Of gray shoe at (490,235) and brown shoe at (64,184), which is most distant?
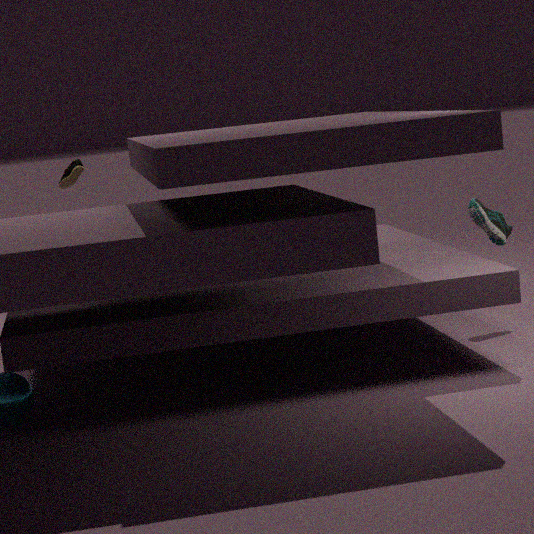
brown shoe at (64,184)
